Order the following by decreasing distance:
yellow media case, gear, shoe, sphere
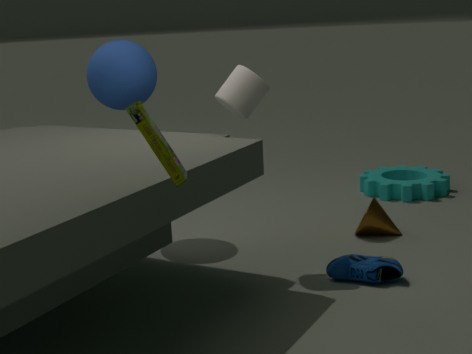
gear
sphere
shoe
yellow media case
